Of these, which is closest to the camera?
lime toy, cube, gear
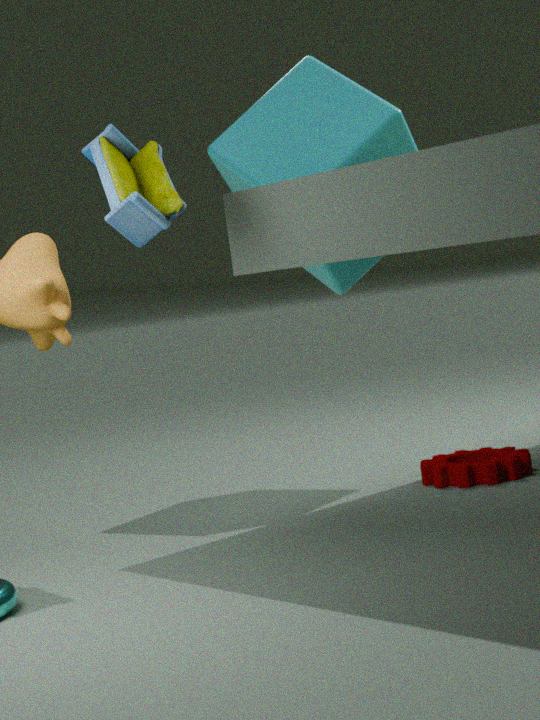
lime toy
